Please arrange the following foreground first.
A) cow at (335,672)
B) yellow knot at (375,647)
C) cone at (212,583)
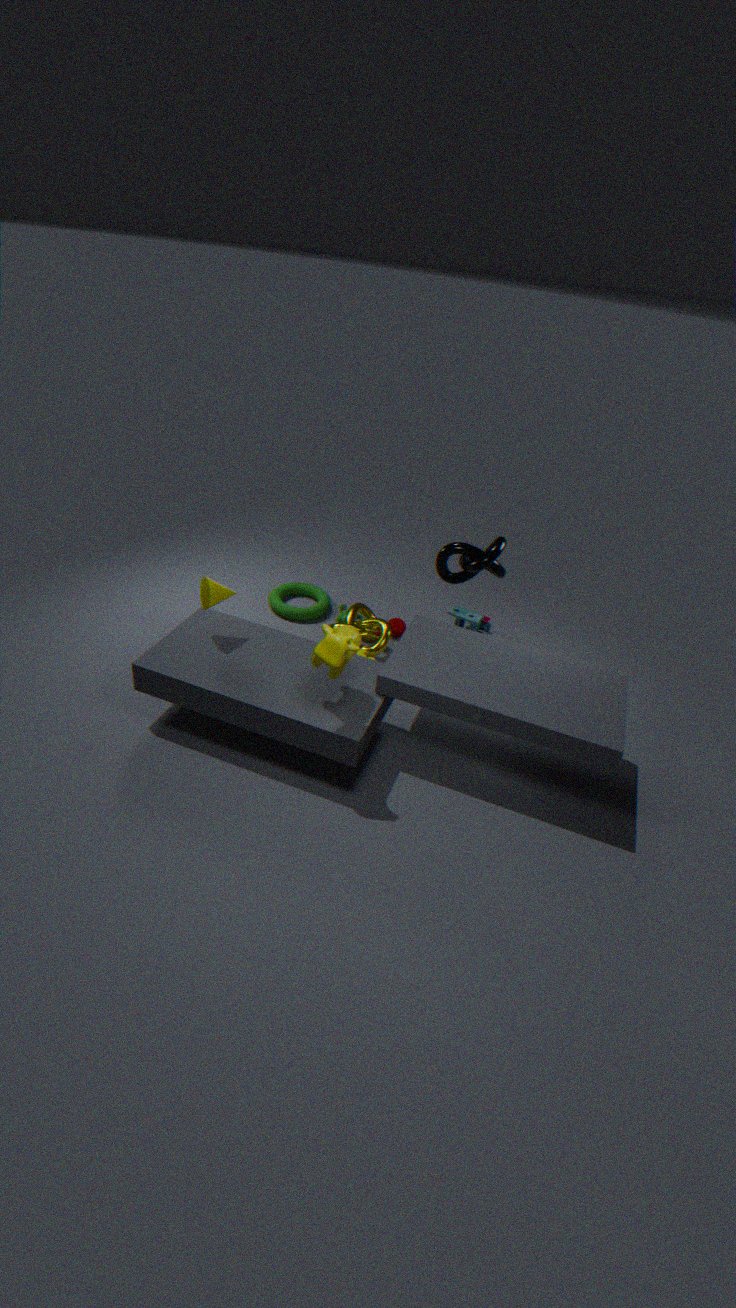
cow at (335,672) < cone at (212,583) < yellow knot at (375,647)
